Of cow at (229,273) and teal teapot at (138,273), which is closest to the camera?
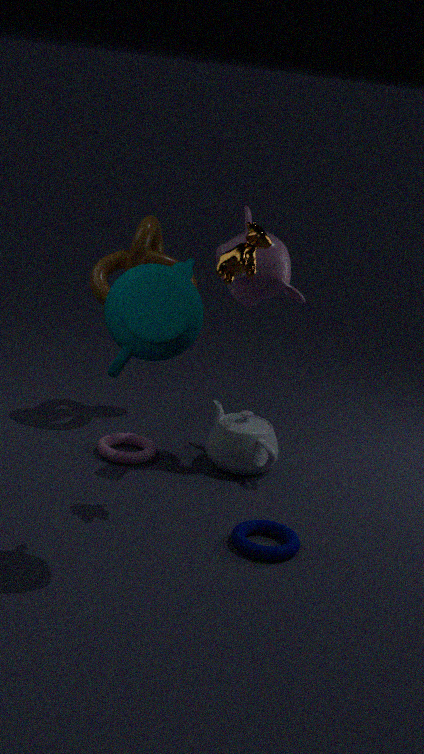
teal teapot at (138,273)
